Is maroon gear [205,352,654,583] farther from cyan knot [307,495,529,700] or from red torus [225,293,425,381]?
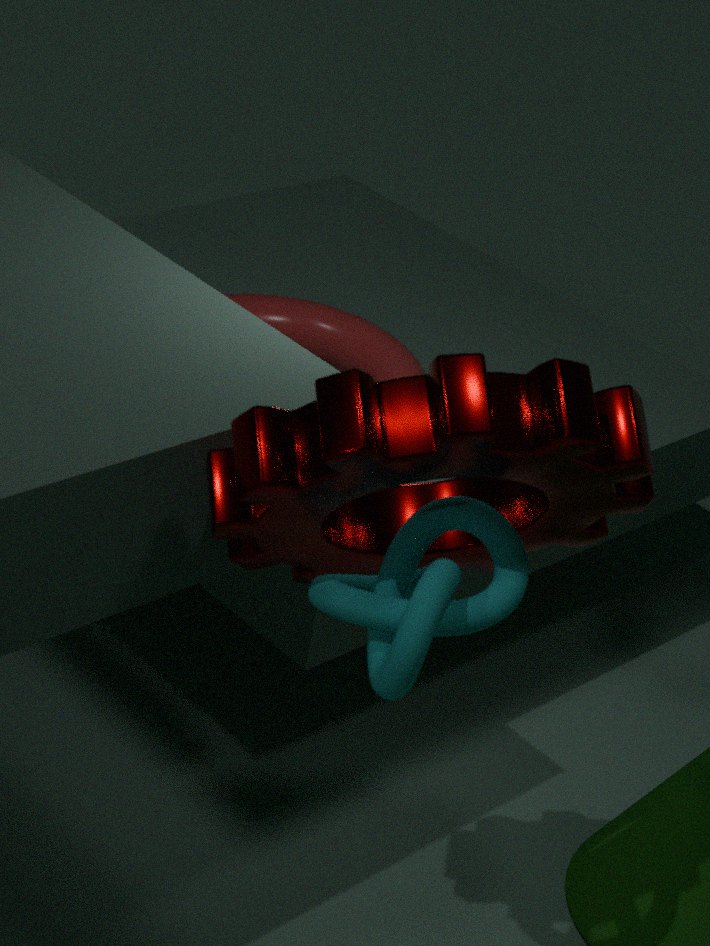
red torus [225,293,425,381]
